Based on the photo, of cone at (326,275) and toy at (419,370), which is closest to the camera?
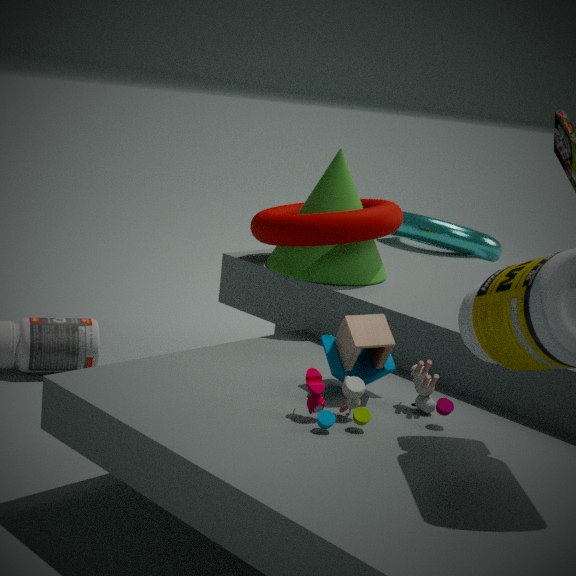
toy at (419,370)
